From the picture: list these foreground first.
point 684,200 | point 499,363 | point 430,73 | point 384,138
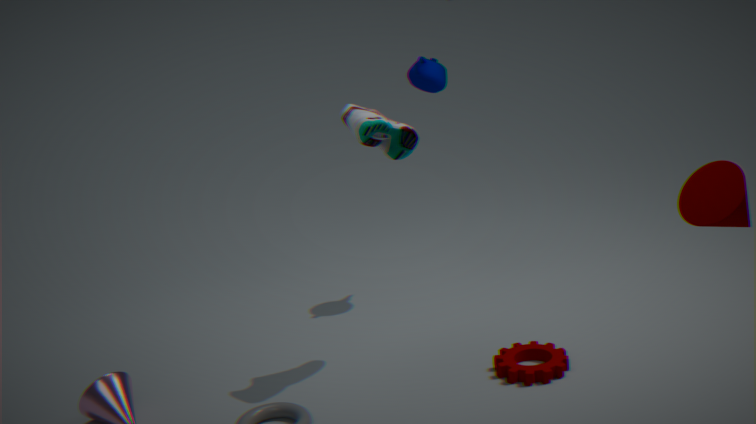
point 684,200 < point 384,138 < point 499,363 < point 430,73
